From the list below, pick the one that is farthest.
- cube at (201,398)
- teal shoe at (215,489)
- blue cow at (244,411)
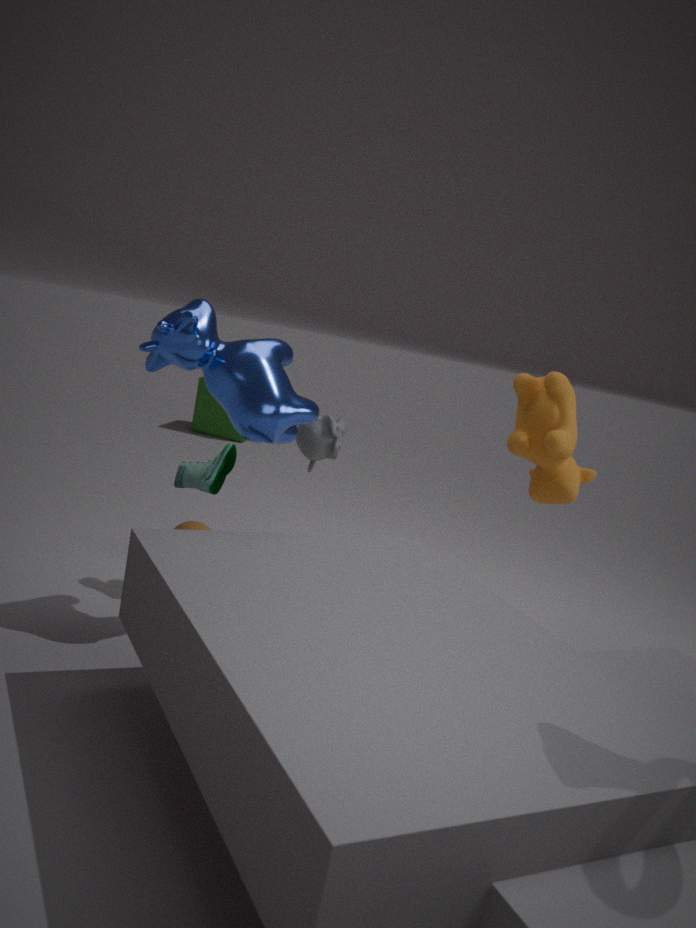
cube at (201,398)
